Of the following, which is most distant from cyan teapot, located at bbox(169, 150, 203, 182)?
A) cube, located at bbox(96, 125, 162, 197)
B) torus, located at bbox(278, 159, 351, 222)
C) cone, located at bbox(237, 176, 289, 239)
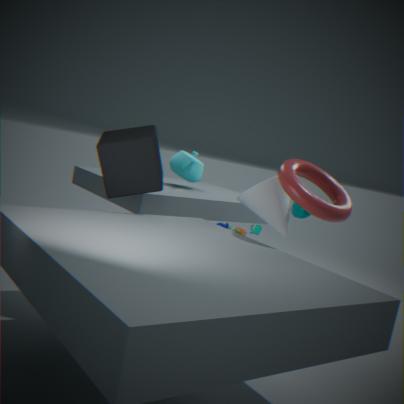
torus, located at bbox(278, 159, 351, 222)
